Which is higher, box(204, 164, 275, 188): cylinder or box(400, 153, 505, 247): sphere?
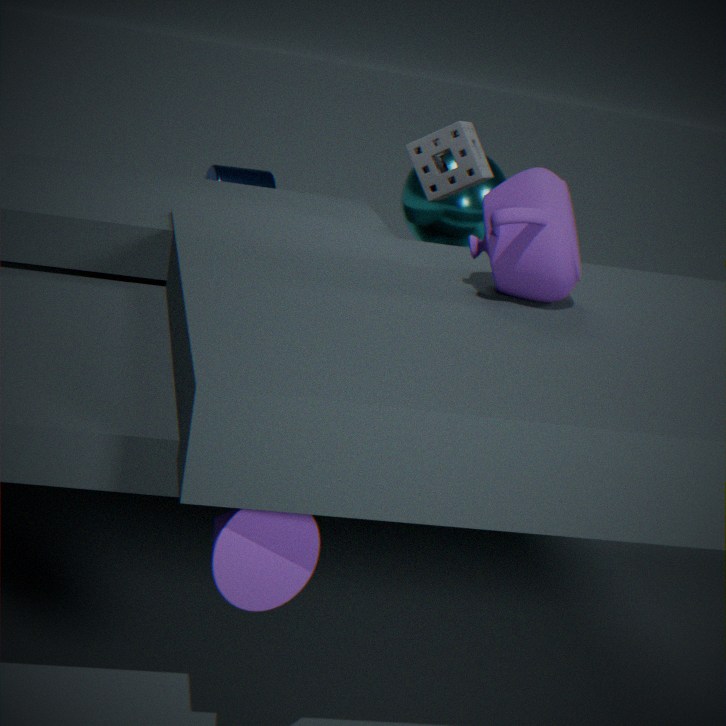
box(400, 153, 505, 247): sphere
